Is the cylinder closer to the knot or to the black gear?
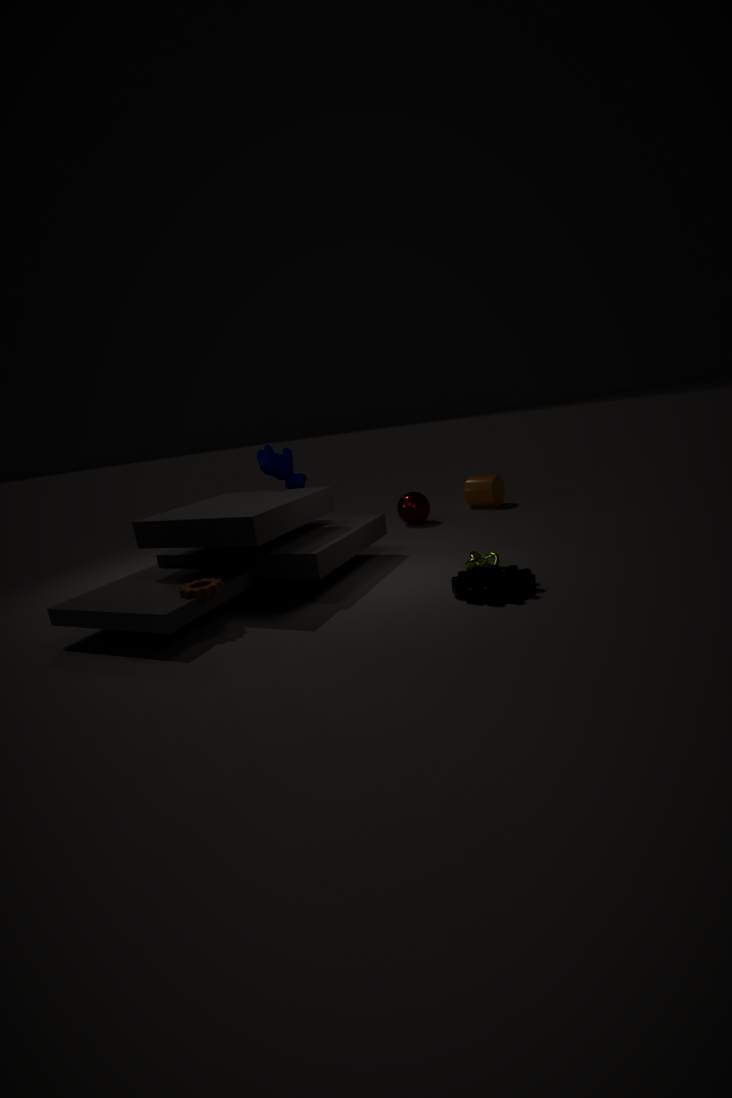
the knot
